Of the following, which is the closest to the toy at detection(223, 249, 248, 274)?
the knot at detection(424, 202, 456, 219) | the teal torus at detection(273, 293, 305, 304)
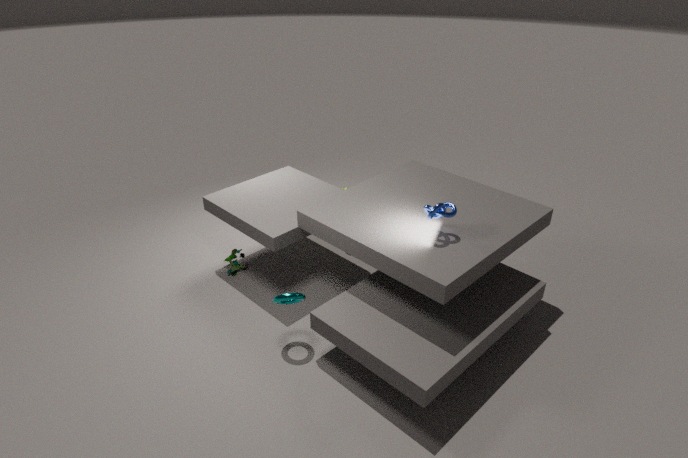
the teal torus at detection(273, 293, 305, 304)
